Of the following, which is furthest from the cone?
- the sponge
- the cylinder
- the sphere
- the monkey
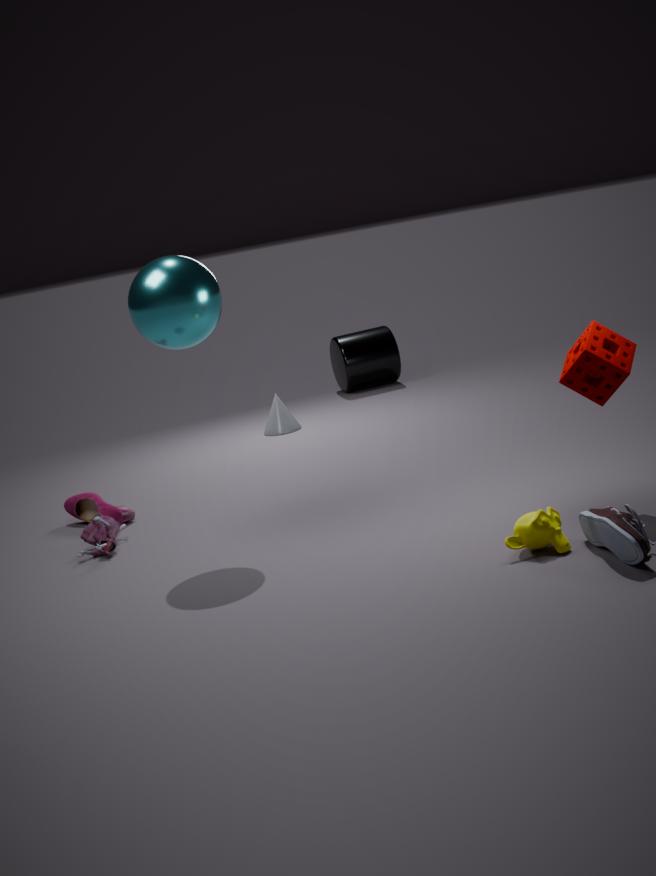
the monkey
